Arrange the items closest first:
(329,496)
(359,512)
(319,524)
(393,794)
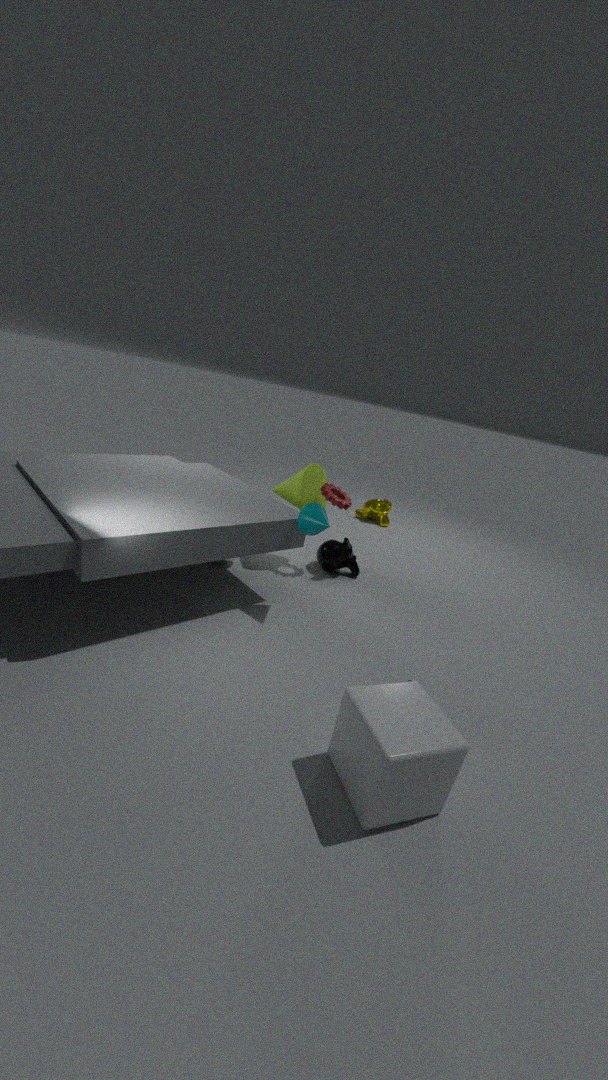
(393,794) → (319,524) → (329,496) → (359,512)
